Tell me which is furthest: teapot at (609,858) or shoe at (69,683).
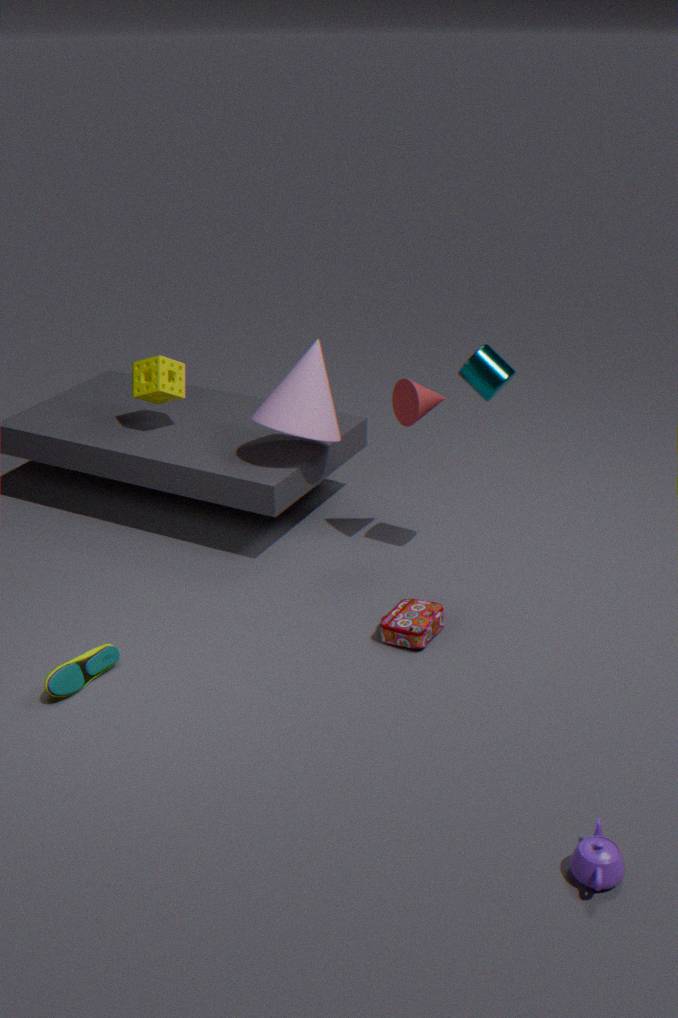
shoe at (69,683)
